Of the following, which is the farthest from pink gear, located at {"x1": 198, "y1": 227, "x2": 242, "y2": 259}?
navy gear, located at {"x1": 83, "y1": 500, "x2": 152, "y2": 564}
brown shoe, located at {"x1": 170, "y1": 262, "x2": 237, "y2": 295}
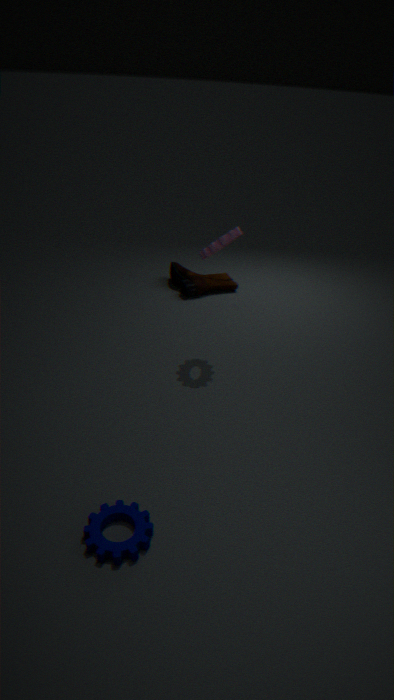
navy gear, located at {"x1": 83, "y1": 500, "x2": 152, "y2": 564}
